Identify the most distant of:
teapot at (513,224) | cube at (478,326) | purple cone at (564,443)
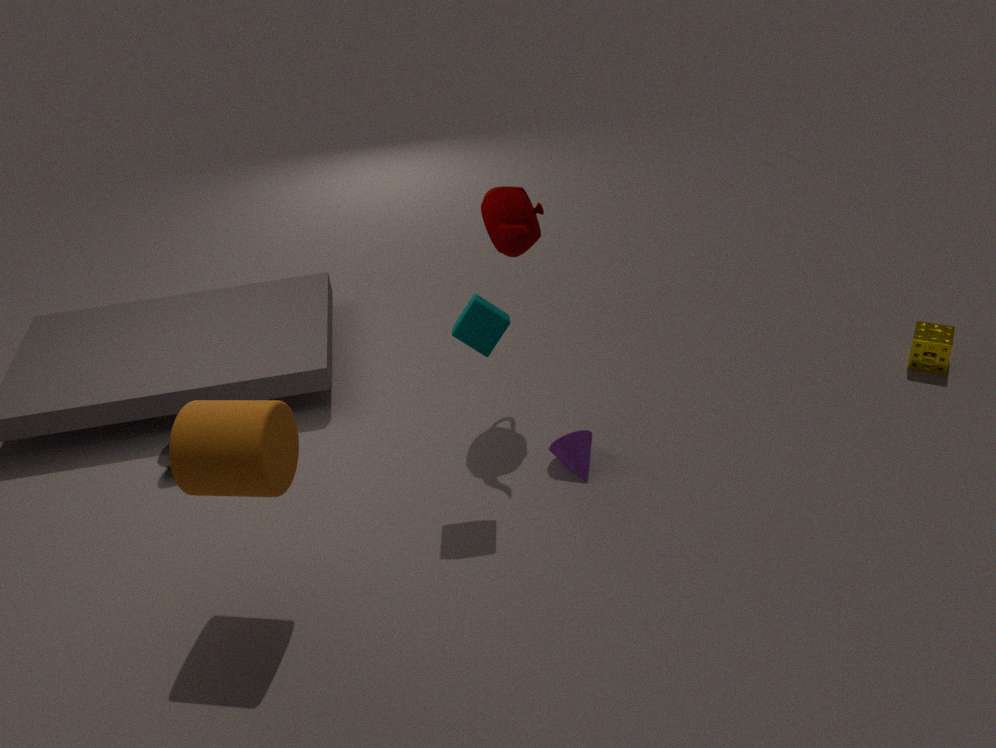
purple cone at (564,443)
